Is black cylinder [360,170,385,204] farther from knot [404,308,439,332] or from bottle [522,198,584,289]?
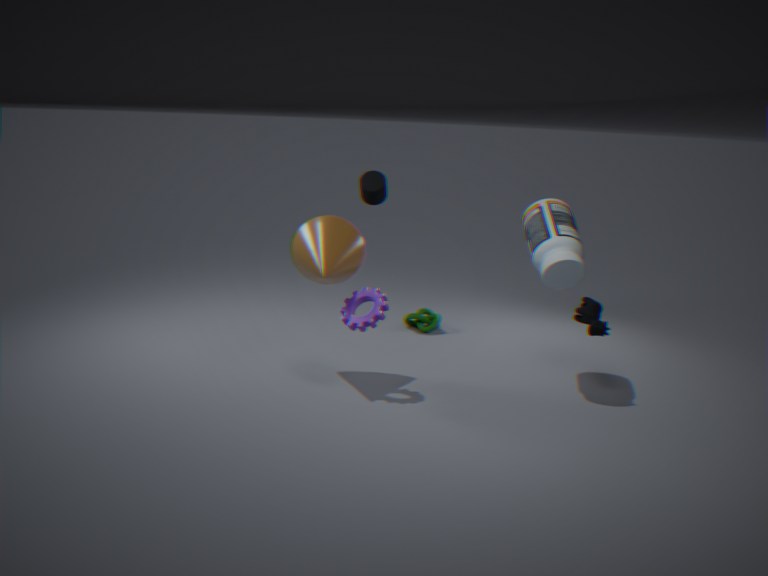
bottle [522,198,584,289]
